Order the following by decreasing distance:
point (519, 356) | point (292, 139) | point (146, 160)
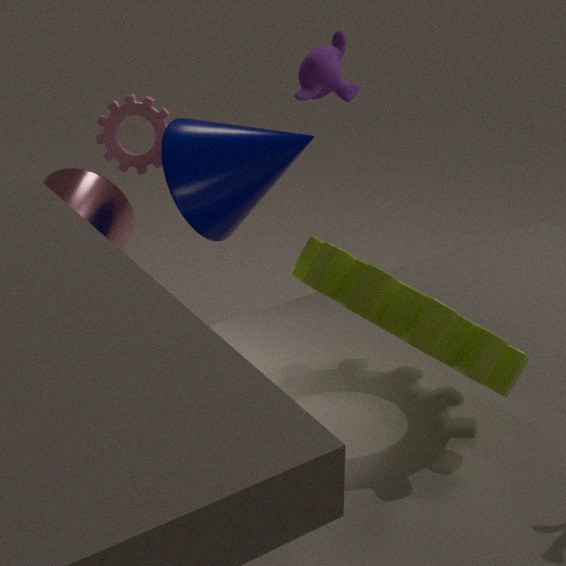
point (146, 160), point (292, 139), point (519, 356)
